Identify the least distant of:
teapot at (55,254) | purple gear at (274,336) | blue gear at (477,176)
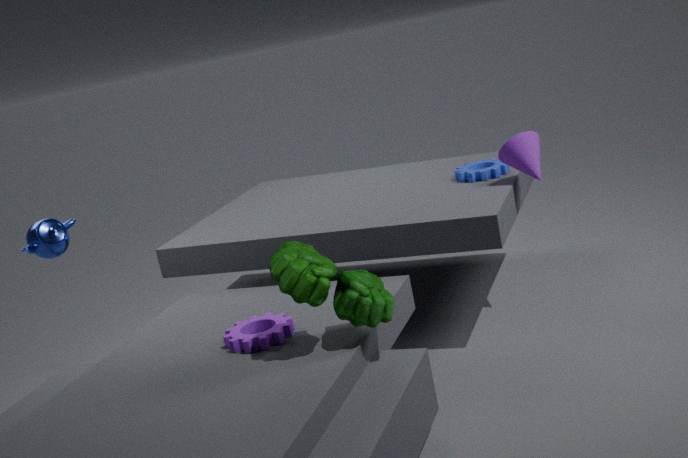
purple gear at (274,336)
